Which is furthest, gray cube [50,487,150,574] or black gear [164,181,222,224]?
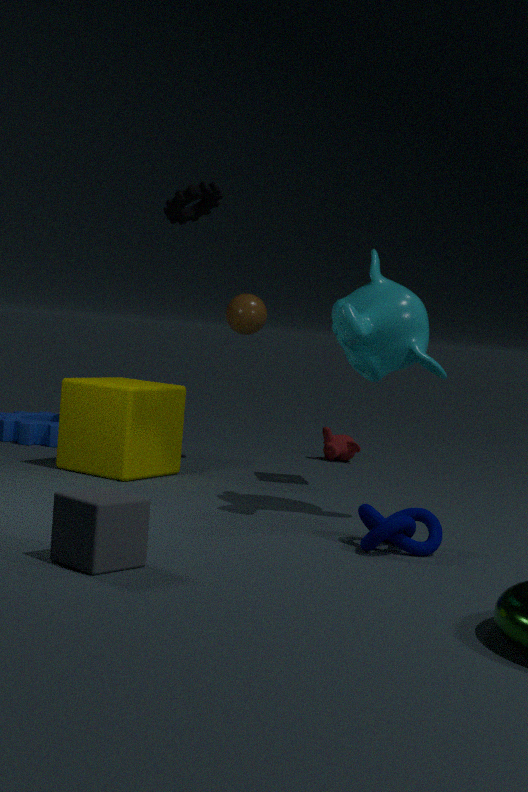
black gear [164,181,222,224]
